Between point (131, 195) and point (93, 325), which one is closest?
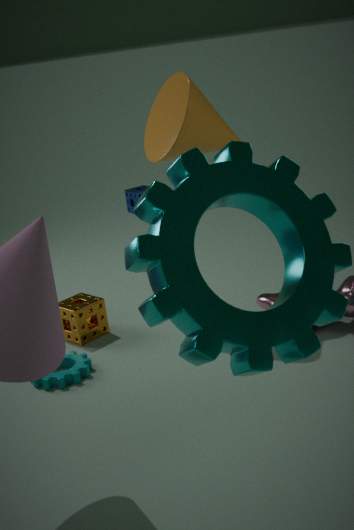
point (93, 325)
